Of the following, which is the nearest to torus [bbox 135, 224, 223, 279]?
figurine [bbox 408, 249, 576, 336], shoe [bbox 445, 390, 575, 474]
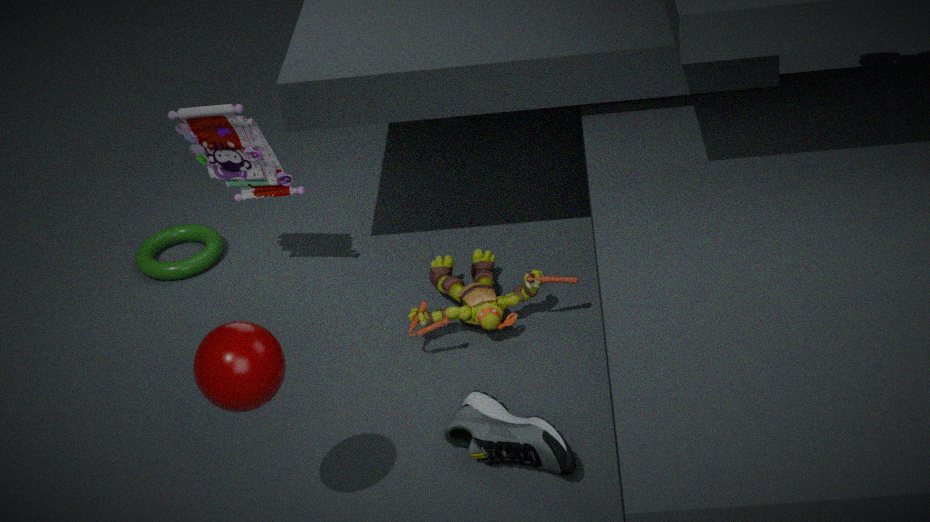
figurine [bbox 408, 249, 576, 336]
